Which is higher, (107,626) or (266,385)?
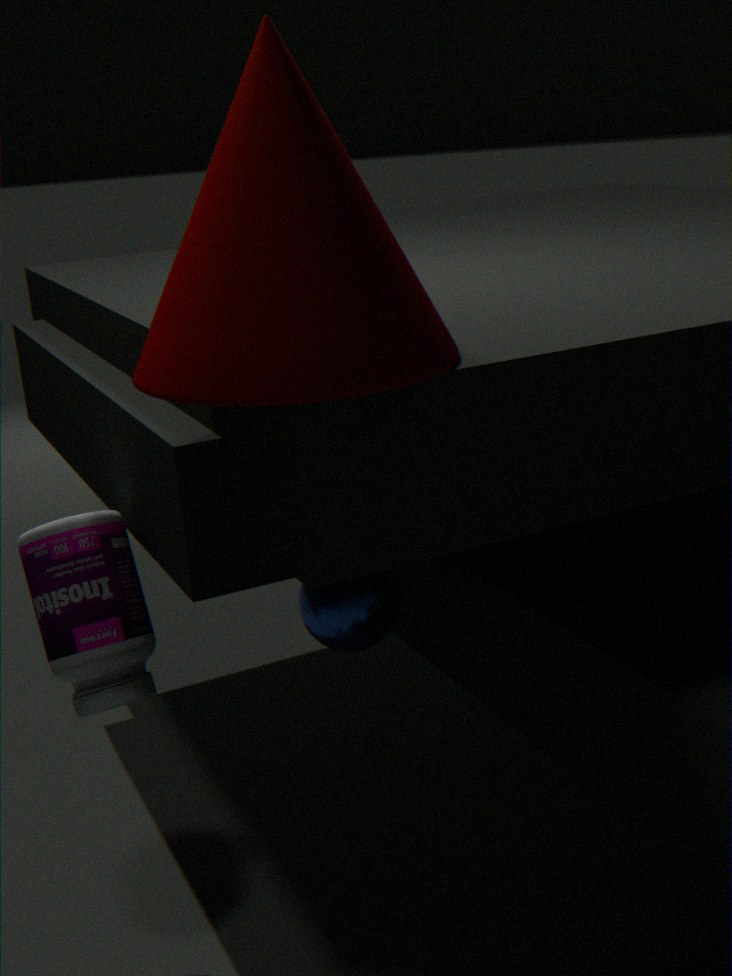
(266,385)
